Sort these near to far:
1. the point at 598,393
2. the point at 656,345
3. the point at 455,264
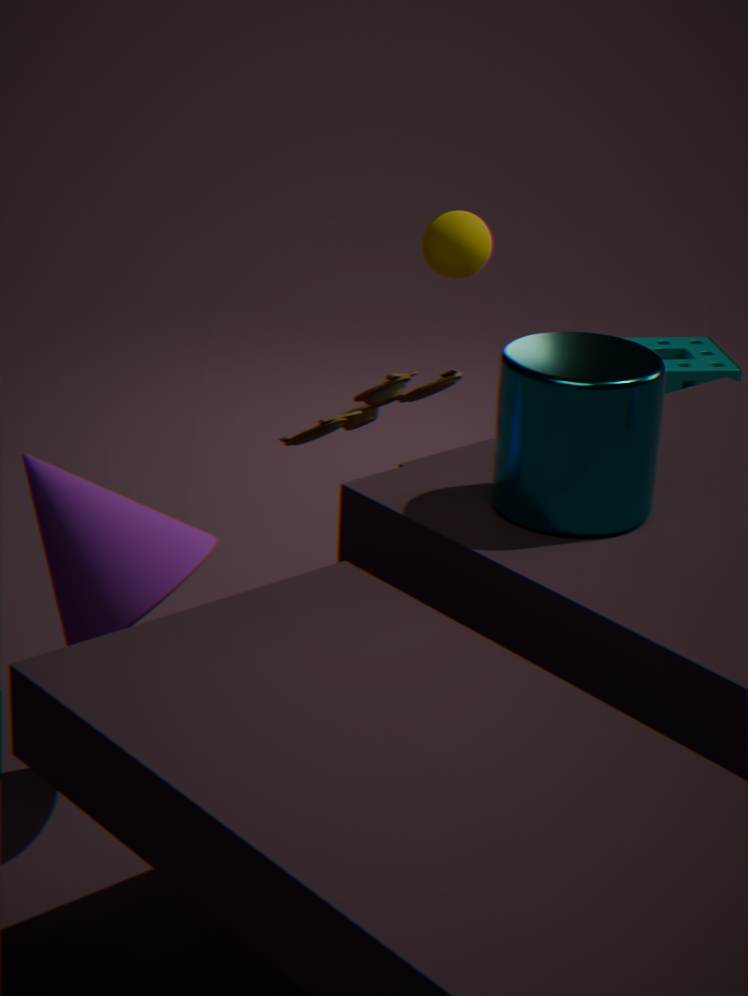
the point at 598,393, the point at 455,264, the point at 656,345
